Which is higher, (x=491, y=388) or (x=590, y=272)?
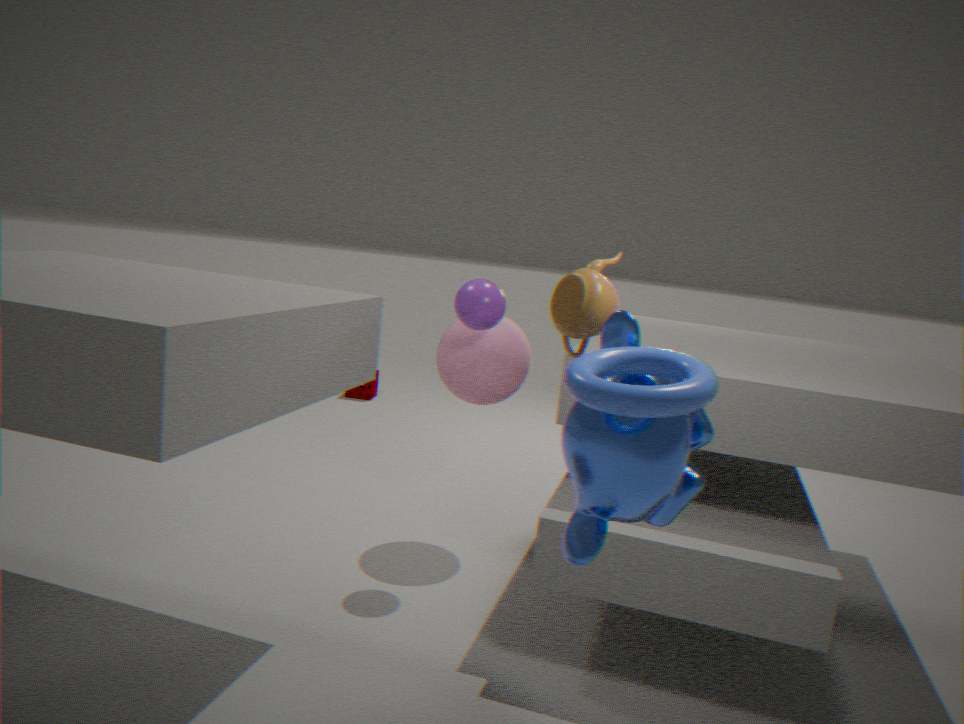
(x=590, y=272)
